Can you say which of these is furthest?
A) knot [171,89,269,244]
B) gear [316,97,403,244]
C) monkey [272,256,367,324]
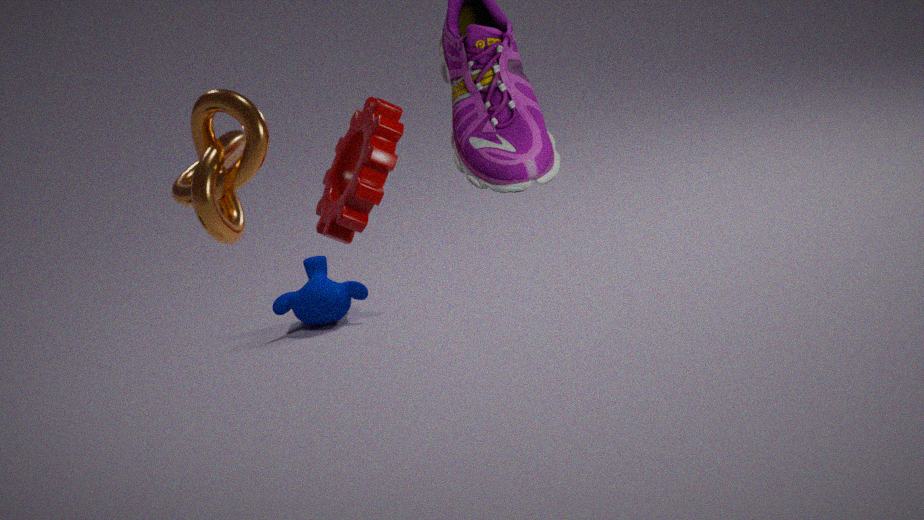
monkey [272,256,367,324]
